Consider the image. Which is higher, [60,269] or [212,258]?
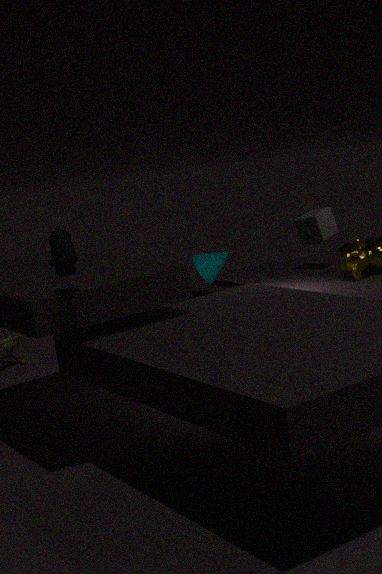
[60,269]
